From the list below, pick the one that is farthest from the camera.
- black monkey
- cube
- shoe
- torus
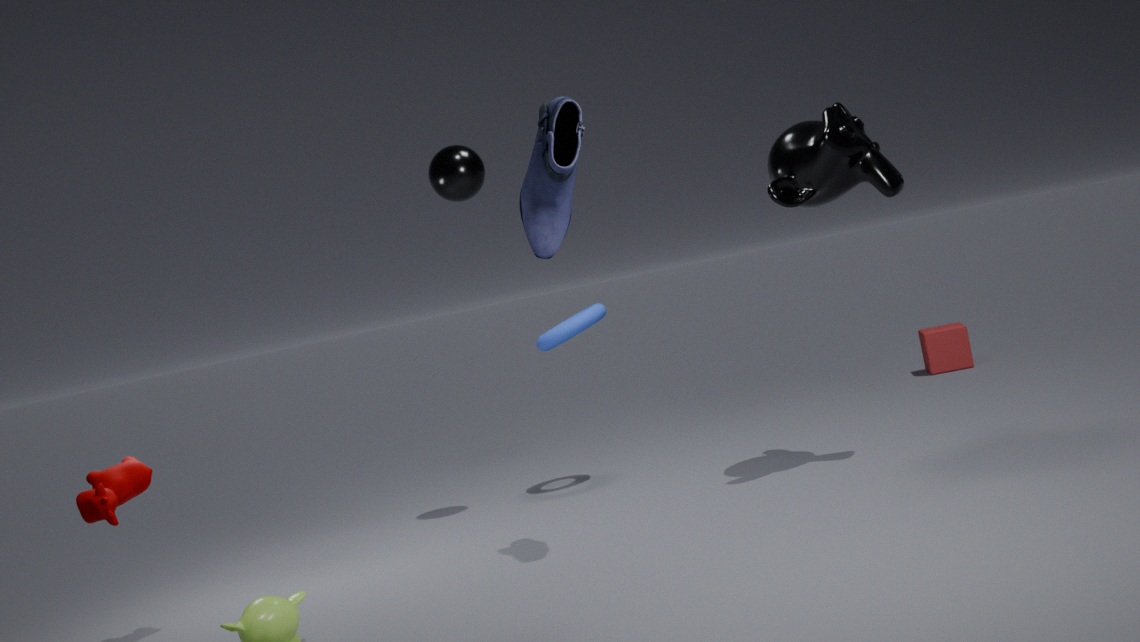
cube
